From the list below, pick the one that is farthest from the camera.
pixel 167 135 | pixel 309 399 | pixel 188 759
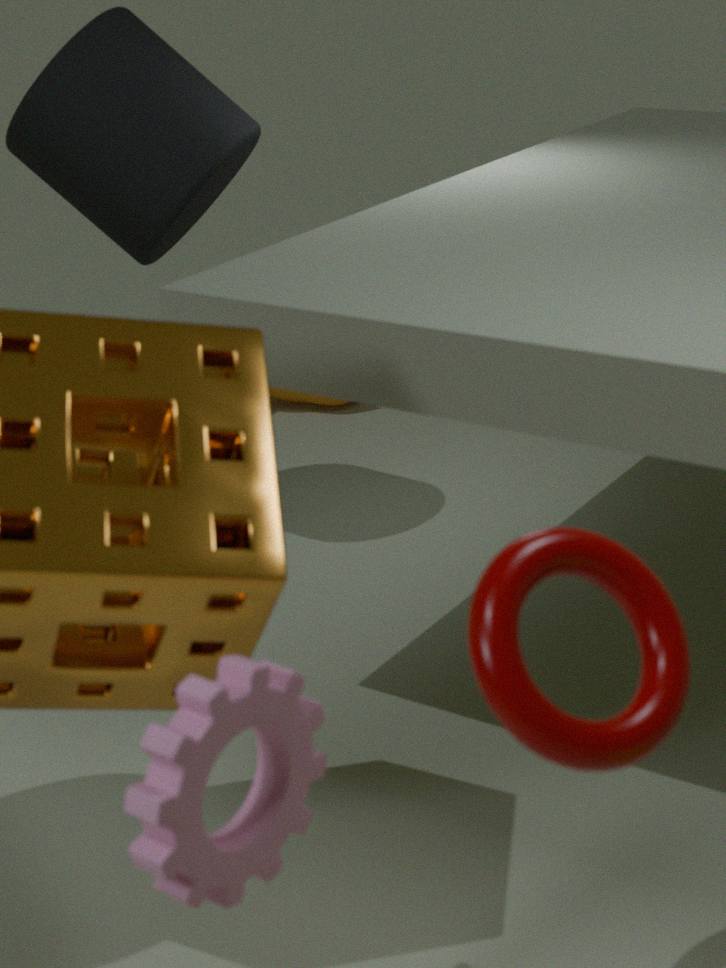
pixel 309 399
